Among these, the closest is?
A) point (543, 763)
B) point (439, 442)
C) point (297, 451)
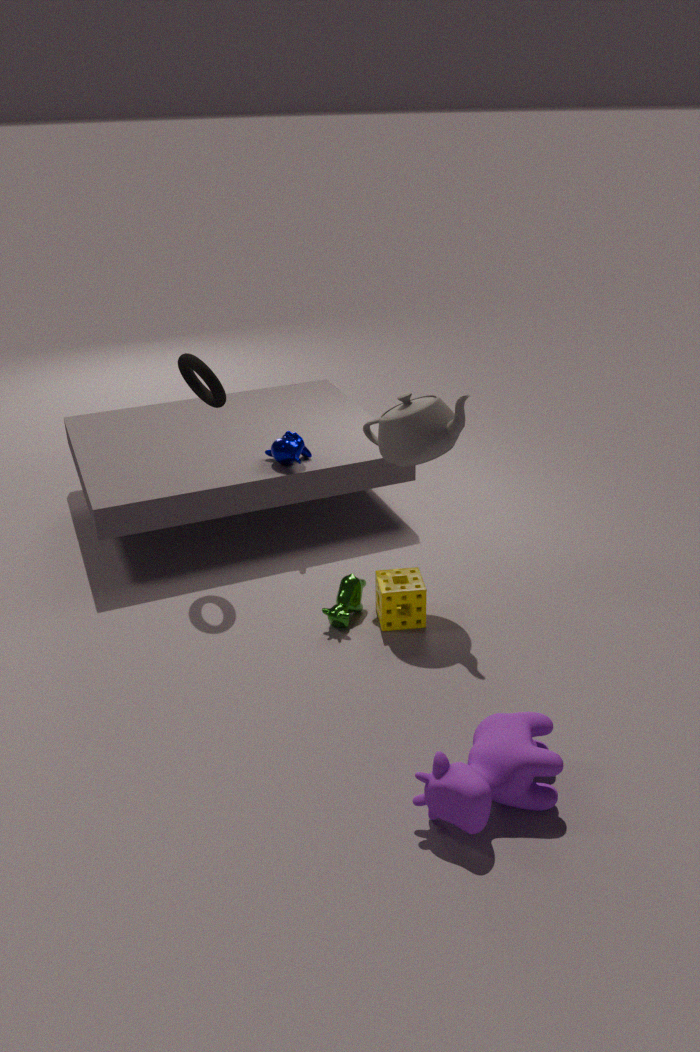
point (543, 763)
